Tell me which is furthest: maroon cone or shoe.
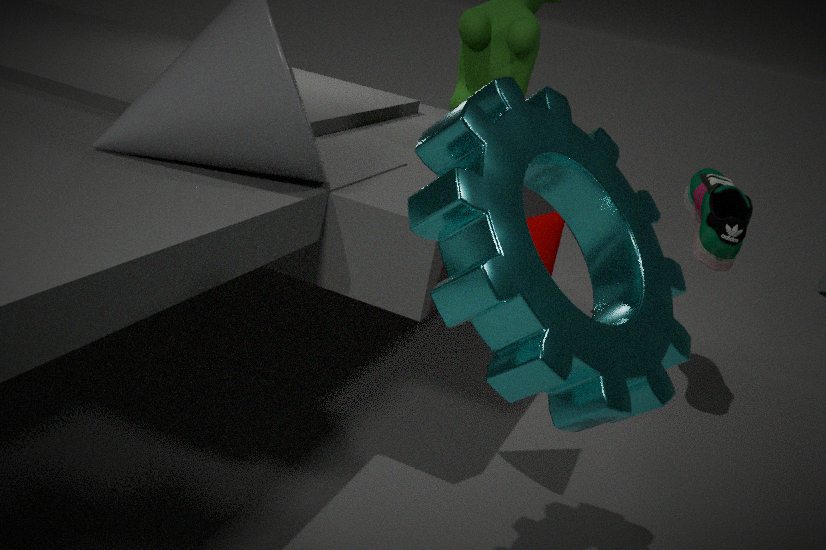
shoe
